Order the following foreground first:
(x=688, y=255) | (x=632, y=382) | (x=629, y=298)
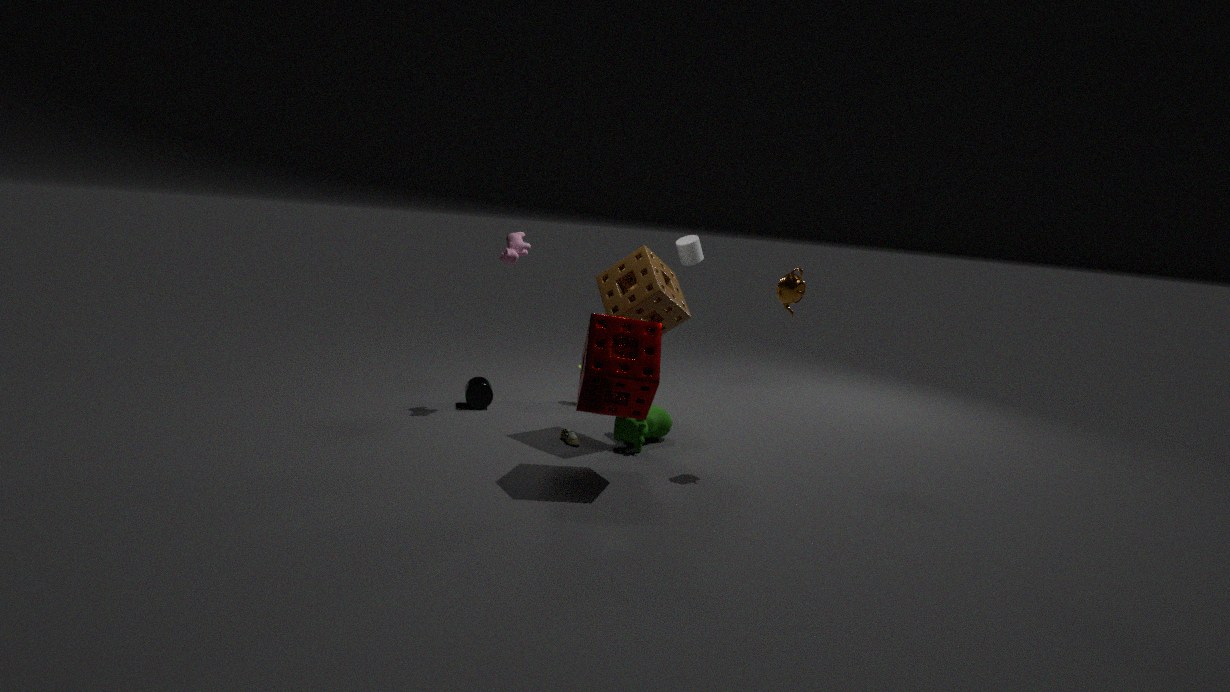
(x=632, y=382), (x=629, y=298), (x=688, y=255)
